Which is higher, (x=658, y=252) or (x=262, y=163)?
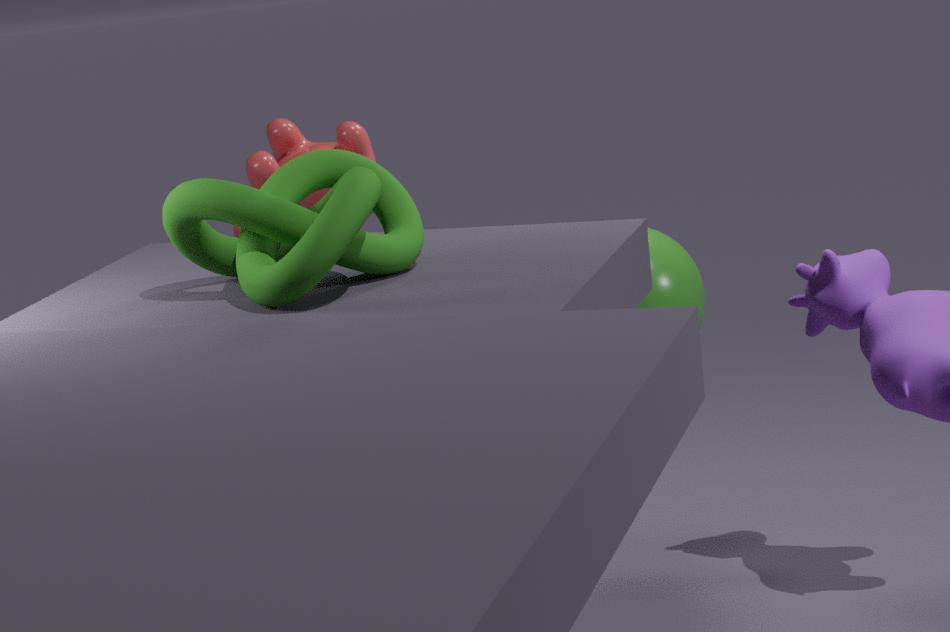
(x=262, y=163)
